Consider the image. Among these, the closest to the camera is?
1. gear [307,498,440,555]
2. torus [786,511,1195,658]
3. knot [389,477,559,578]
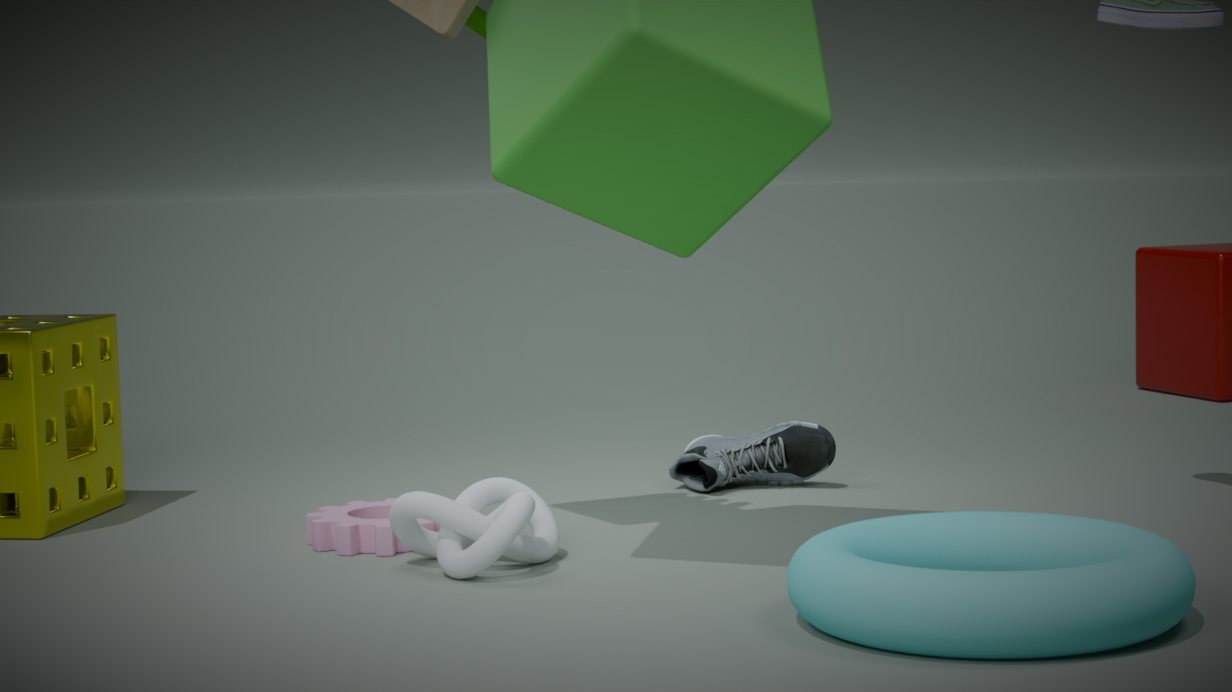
torus [786,511,1195,658]
